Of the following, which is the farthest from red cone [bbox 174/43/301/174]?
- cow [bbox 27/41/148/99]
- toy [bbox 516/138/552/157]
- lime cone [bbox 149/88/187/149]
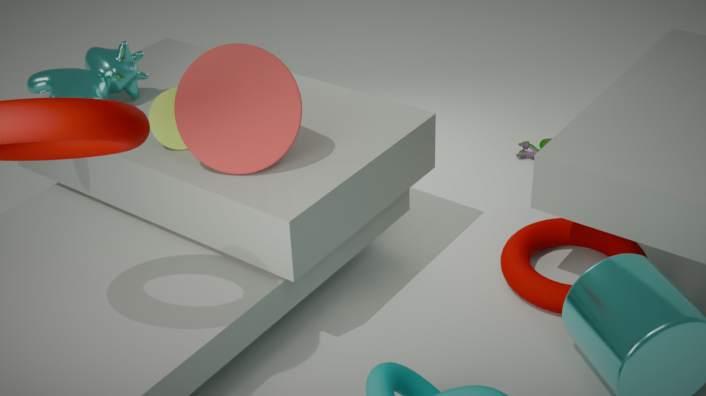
toy [bbox 516/138/552/157]
